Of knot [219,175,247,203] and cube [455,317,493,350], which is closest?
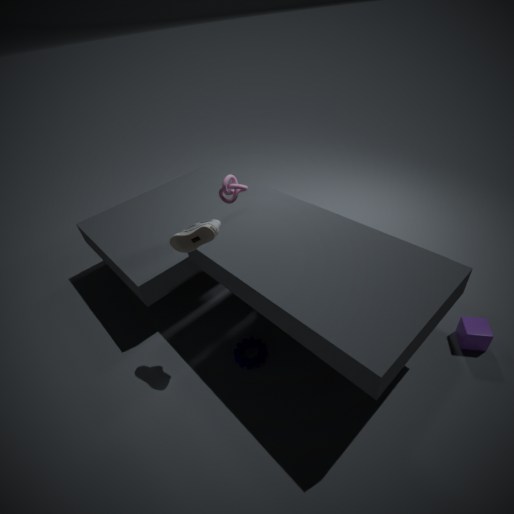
cube [455,317,493,350]
